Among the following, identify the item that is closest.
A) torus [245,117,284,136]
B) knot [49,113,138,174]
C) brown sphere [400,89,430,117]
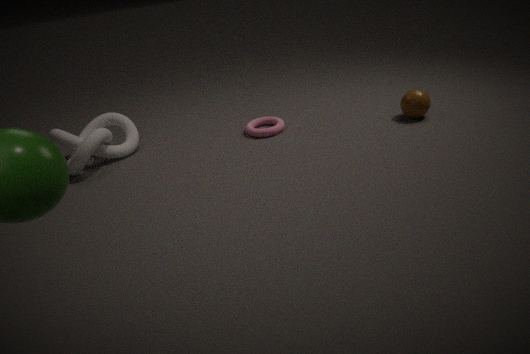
knot [49,113,138,174]
